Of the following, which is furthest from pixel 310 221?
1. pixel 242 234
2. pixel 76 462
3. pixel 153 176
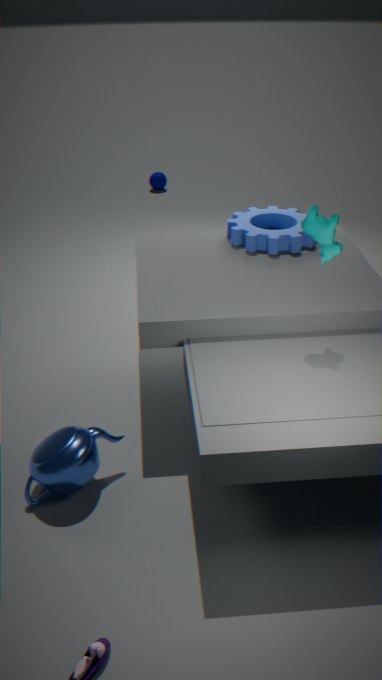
pixel 153 176
